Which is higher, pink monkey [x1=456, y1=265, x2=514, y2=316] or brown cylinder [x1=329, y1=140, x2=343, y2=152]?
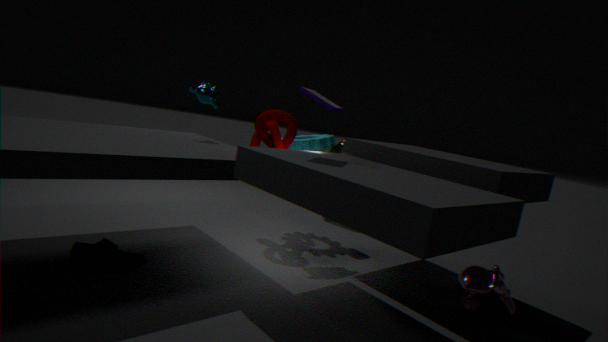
brown cylinder [x1=329, y1=140, x2=343, y2=152]
